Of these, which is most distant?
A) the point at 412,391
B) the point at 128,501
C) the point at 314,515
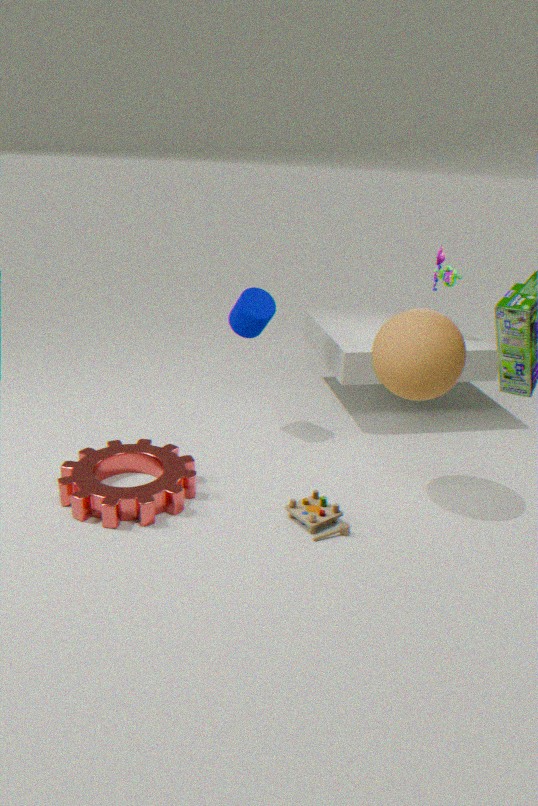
the point at 412,391
